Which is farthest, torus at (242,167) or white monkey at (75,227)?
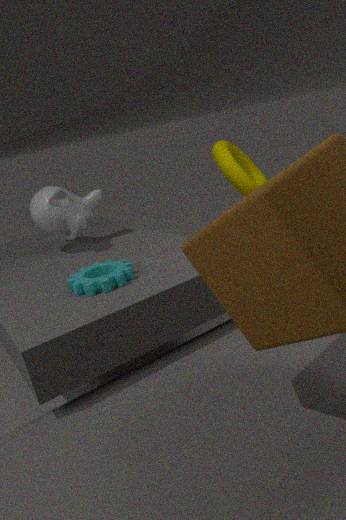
torus at (242,167)
